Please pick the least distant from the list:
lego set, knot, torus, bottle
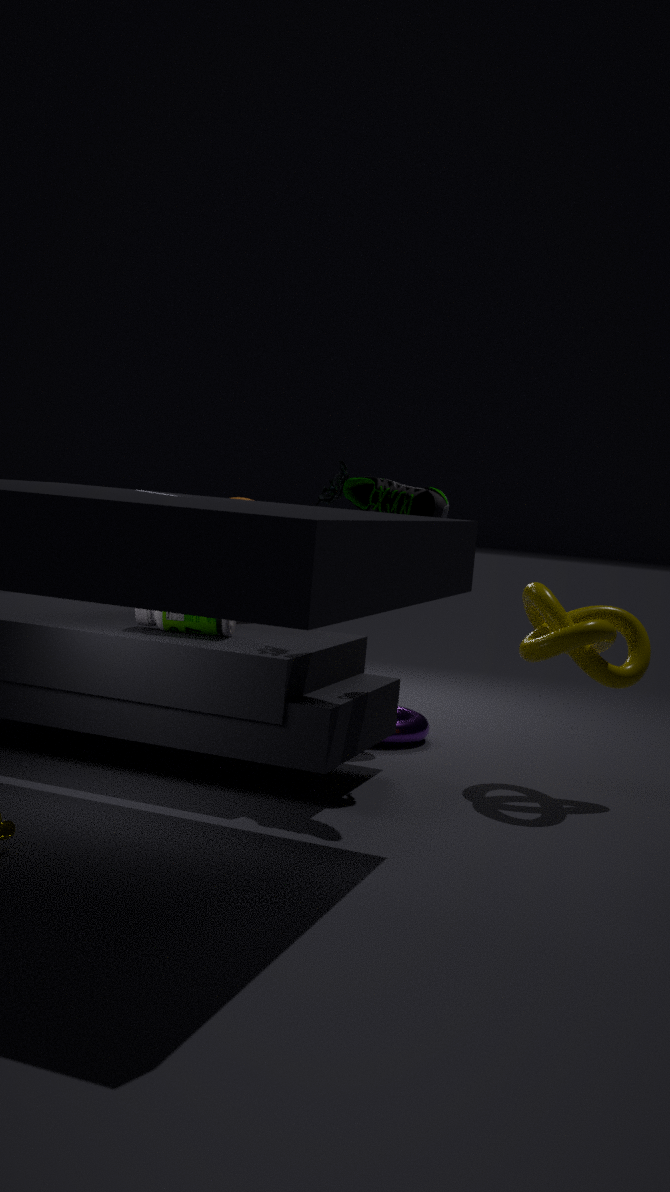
lego set
